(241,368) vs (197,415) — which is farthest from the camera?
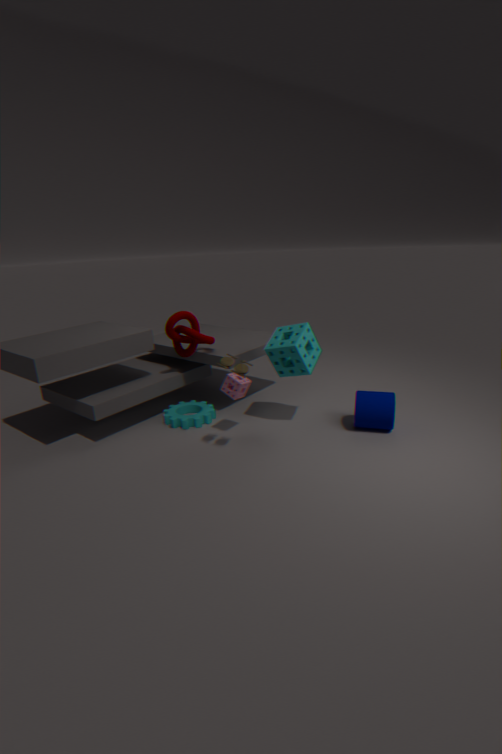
(197,415)
